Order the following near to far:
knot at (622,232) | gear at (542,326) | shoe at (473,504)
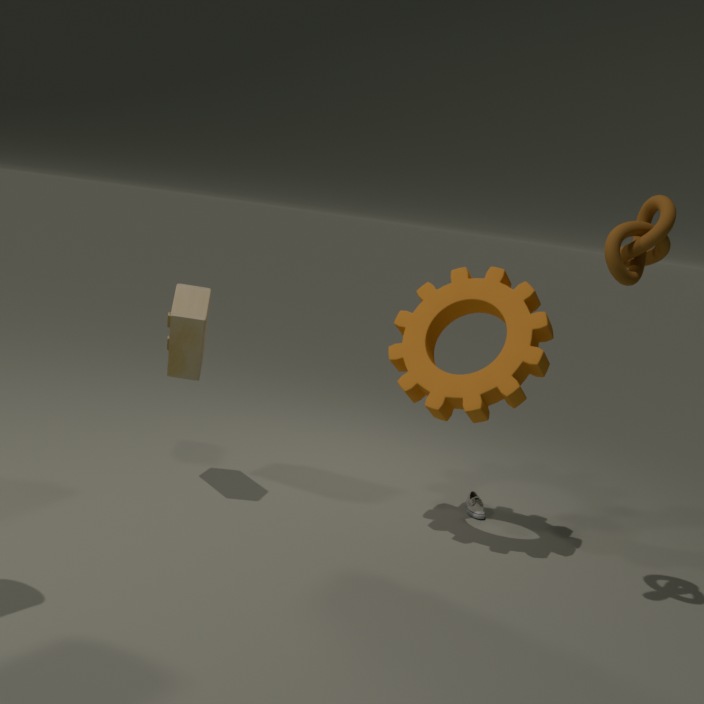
knot at (622,232), gear at (542,326), shoe at (473,504)
